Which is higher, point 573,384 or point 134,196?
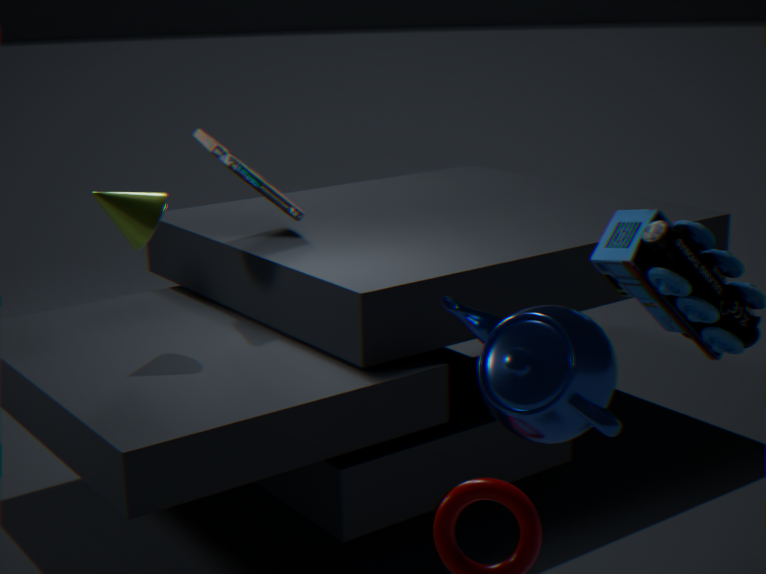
point 134,196
